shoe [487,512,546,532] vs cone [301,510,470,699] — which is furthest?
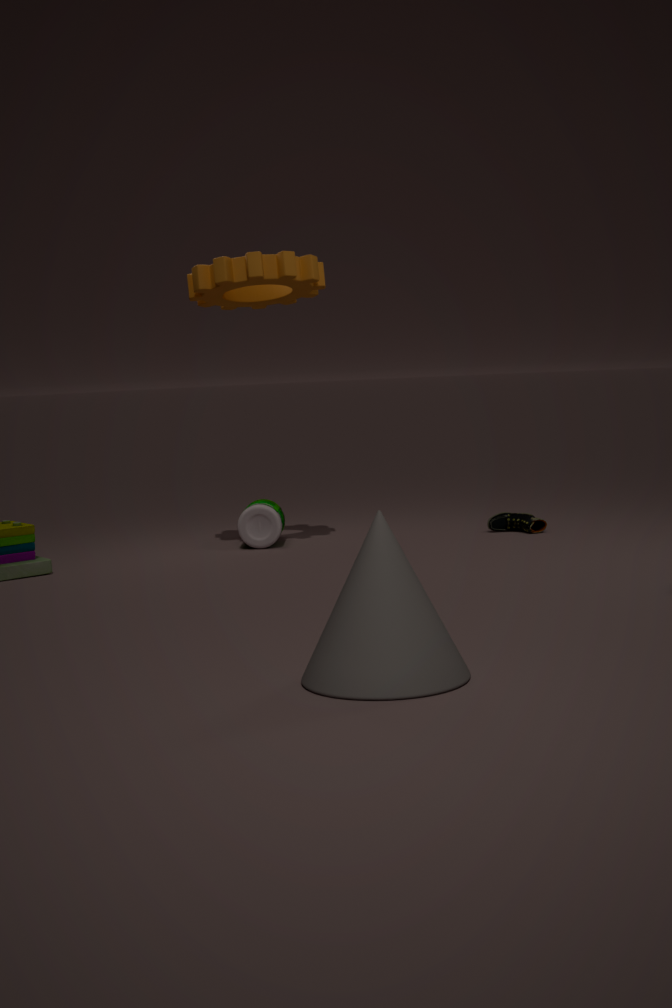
shoe [487,512,546,532]
